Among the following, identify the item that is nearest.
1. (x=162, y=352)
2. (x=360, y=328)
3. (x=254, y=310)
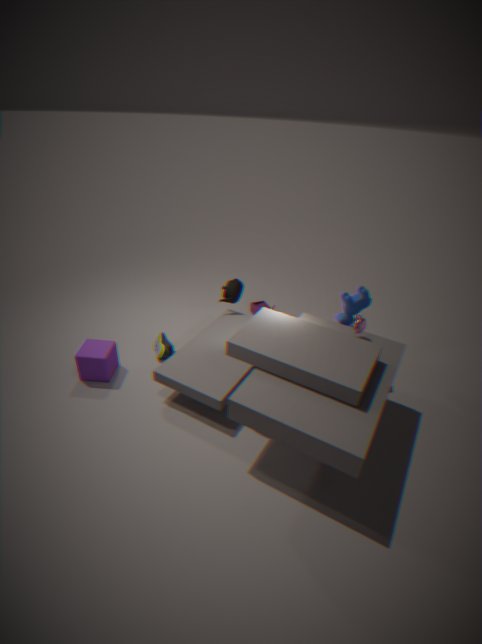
(x=360, y=328)
